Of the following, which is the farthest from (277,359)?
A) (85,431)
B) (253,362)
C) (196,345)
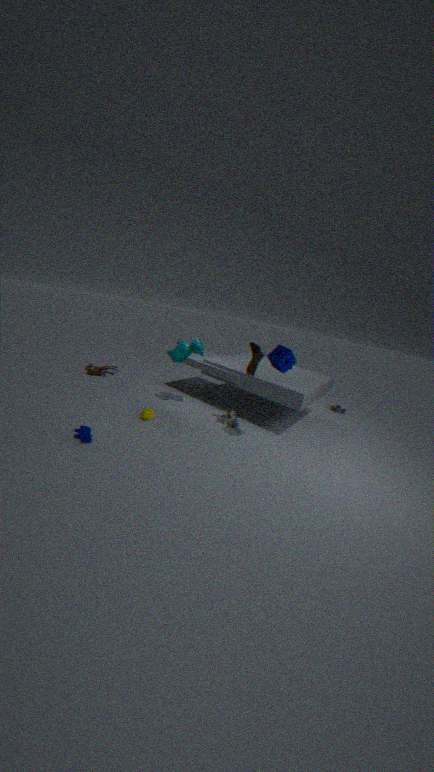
(85,431)
